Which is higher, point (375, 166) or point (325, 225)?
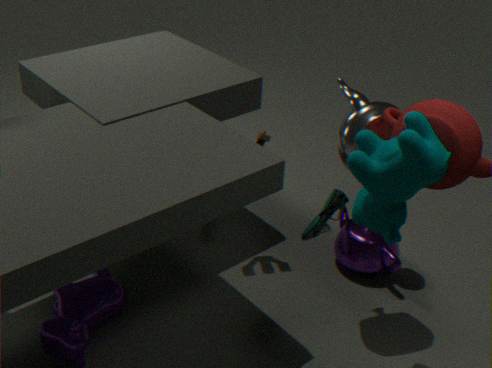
point (375, 166)
